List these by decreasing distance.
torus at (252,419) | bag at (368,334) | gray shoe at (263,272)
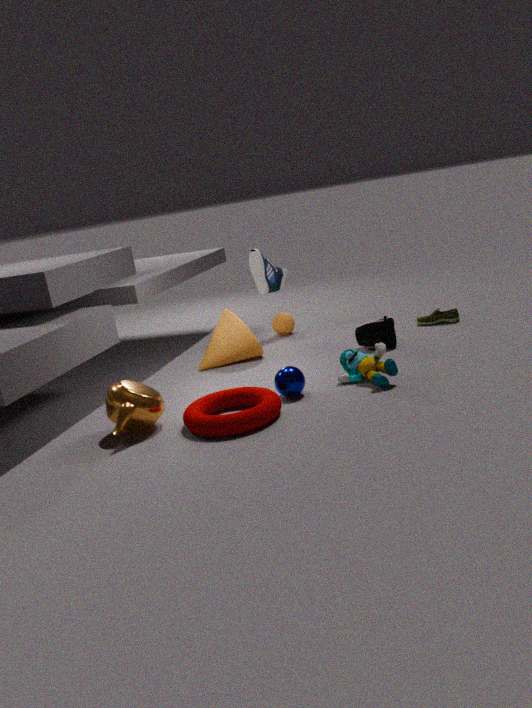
gray shoe at (263,272) → bag at (368,334) → torus at (252,419)
